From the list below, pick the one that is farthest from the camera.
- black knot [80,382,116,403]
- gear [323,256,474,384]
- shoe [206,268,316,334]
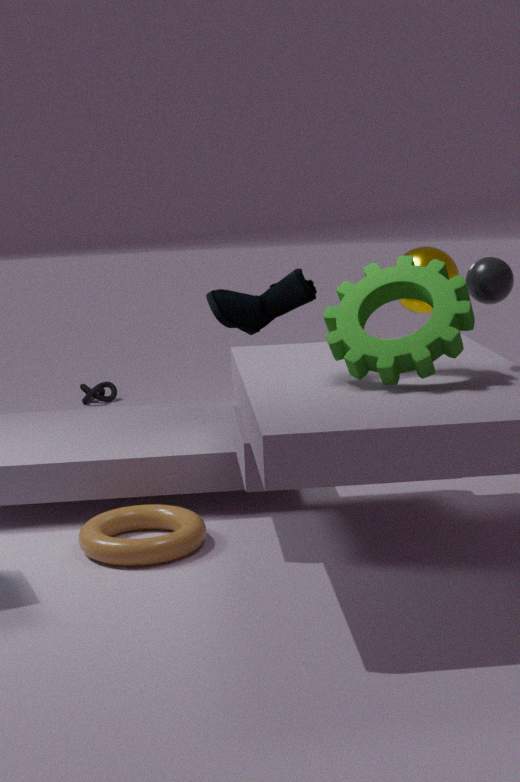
black knot [80,382,116,403]
